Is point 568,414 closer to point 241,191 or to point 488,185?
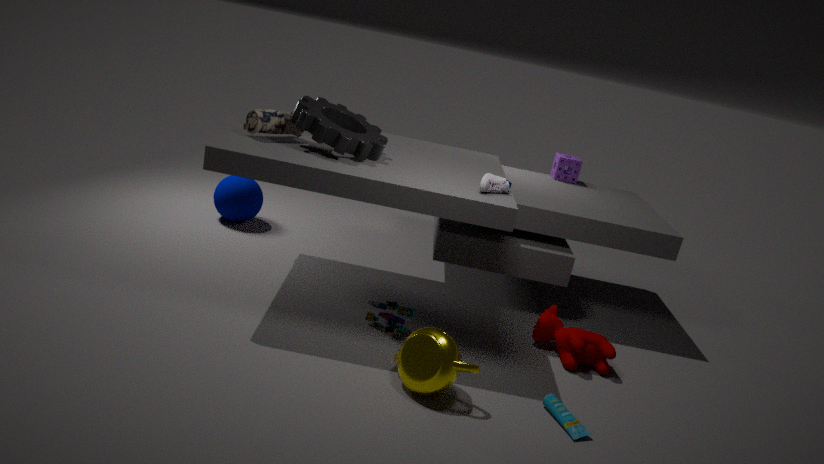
point 488,185
